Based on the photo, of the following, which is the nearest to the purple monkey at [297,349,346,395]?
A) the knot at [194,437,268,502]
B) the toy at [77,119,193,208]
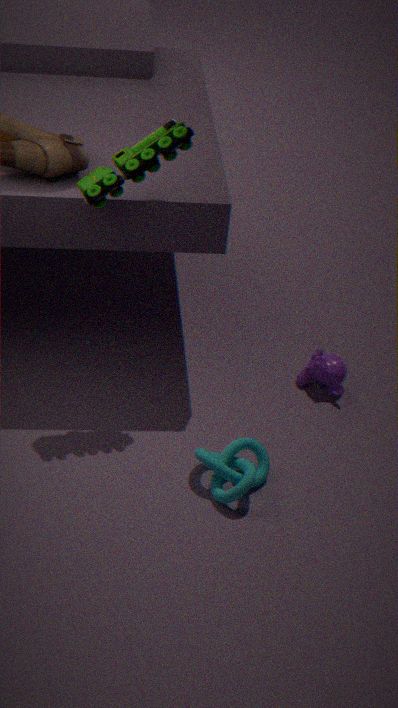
the knot at [194,437,268,502]
